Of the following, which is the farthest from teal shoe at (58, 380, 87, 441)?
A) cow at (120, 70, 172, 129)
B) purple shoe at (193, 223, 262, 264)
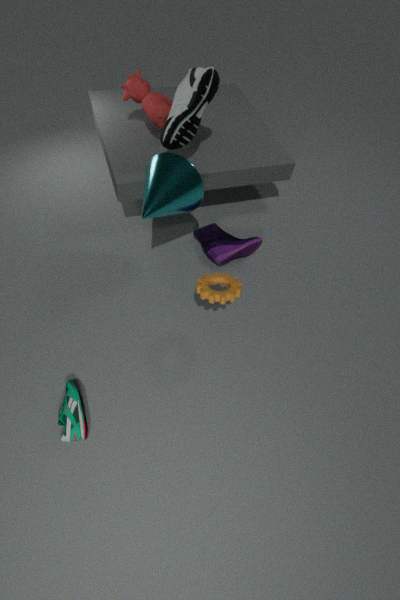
cow at (120, 70, 172, 129)
